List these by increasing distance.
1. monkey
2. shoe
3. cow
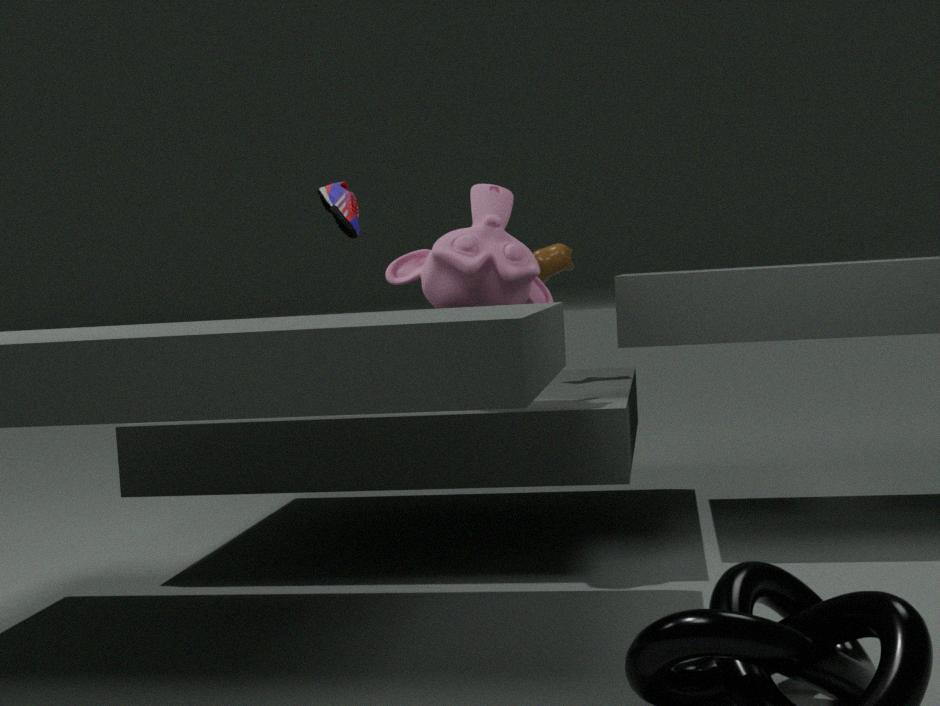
monkey, shoe, cow
